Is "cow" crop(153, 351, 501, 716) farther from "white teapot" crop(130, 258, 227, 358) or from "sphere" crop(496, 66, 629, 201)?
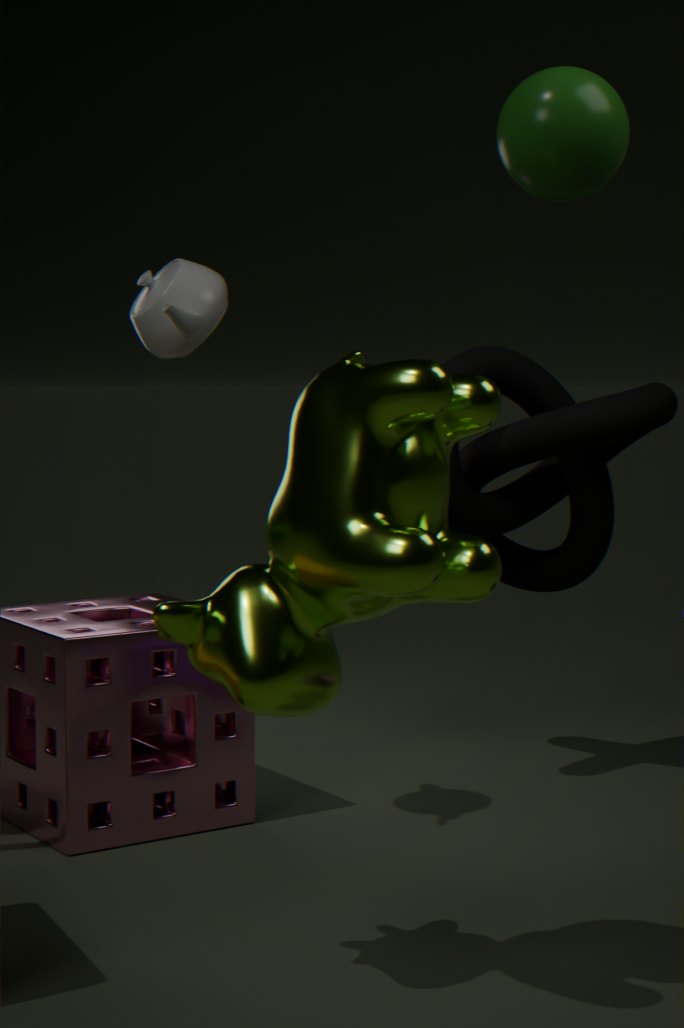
"white teapot" crop(130, 258, 227, 358)
